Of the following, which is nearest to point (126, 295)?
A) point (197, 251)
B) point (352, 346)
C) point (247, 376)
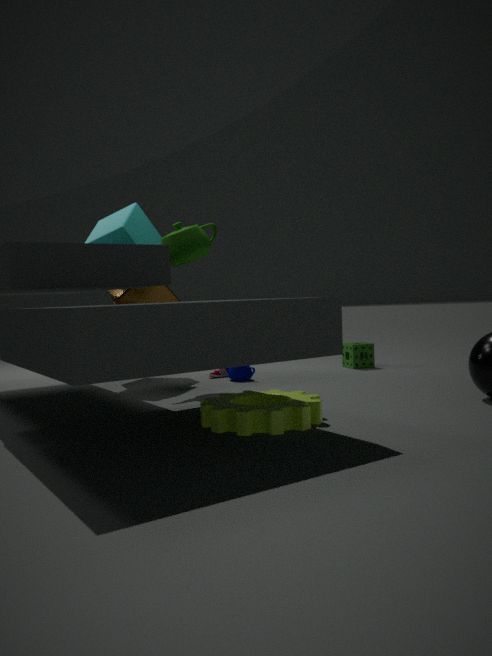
point (197, 251)
